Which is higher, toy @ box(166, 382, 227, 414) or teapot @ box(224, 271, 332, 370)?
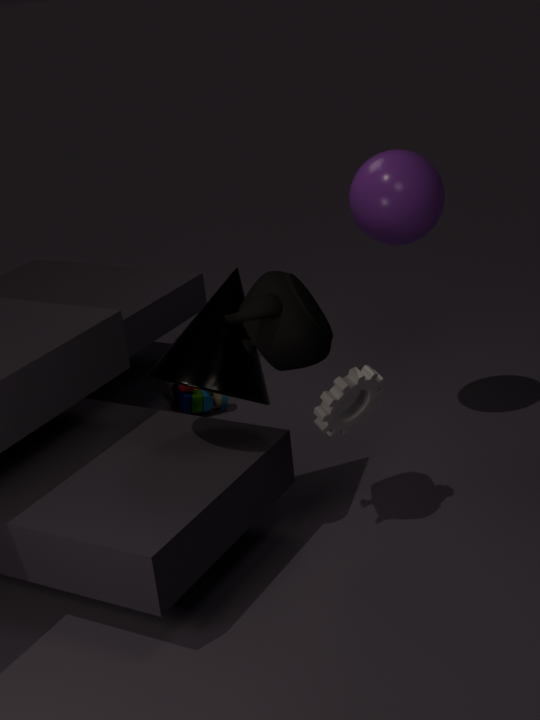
teapot @ box(224, 271, 332, 370)
